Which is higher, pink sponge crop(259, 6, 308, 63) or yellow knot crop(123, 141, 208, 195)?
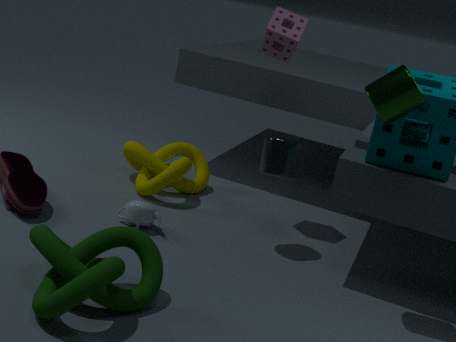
pink sponge crop(259, 6, 308, 63)
